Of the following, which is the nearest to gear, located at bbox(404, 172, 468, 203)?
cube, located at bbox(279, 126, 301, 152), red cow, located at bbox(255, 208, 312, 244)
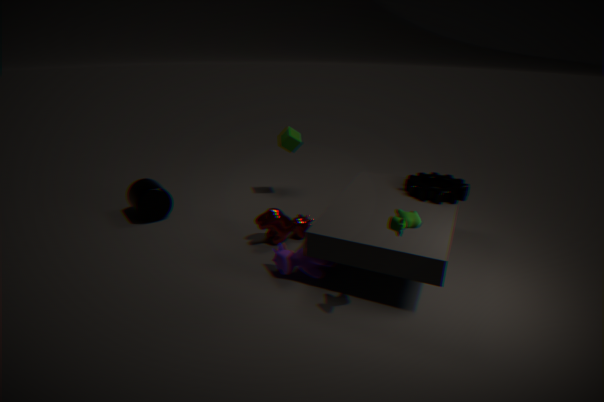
red cow, located at bbox(255, 208, 312, 244)
